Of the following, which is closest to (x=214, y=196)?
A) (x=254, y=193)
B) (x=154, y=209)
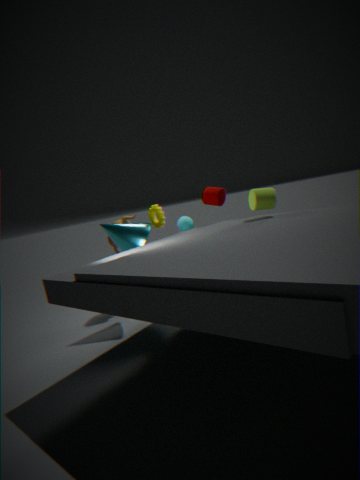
(x=254, y=193)
